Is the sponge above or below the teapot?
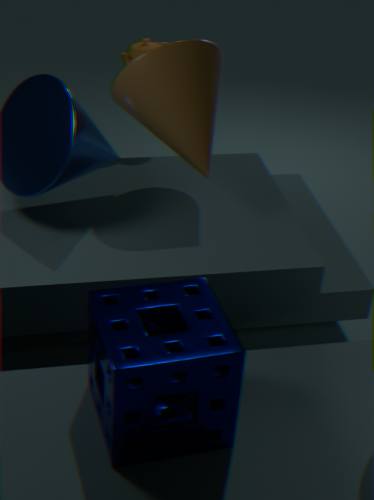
below
